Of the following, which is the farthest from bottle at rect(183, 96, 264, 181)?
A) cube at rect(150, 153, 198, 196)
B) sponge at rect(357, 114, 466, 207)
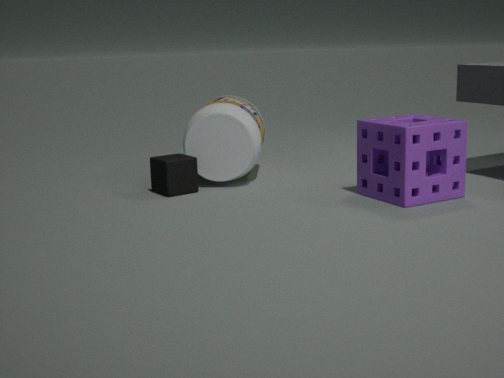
sponge at rect(357, 114, 466, 207)
